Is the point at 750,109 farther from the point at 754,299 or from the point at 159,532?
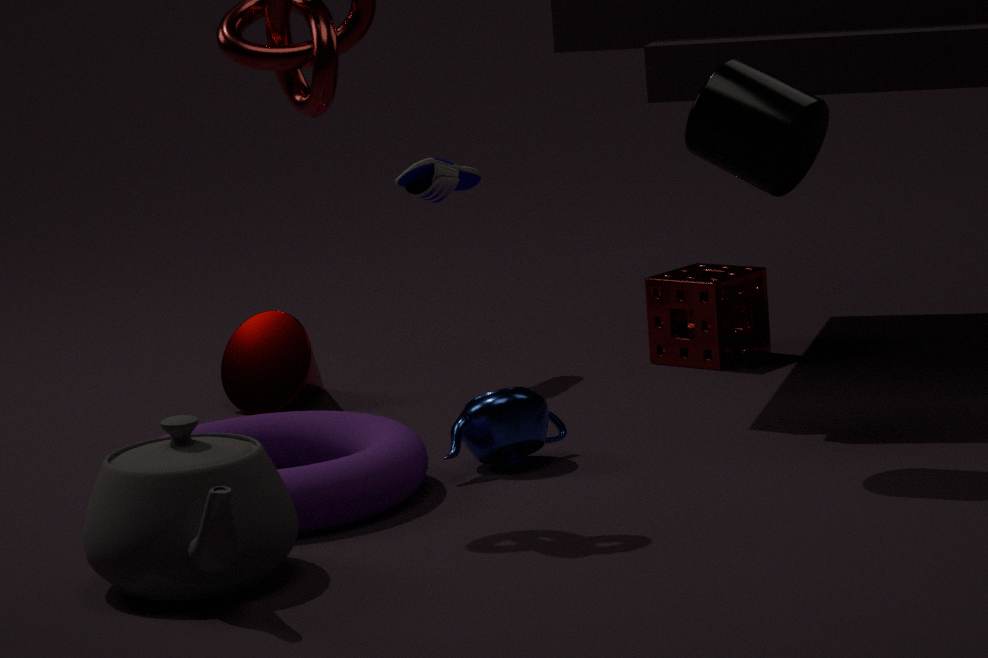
the point at 159,532
